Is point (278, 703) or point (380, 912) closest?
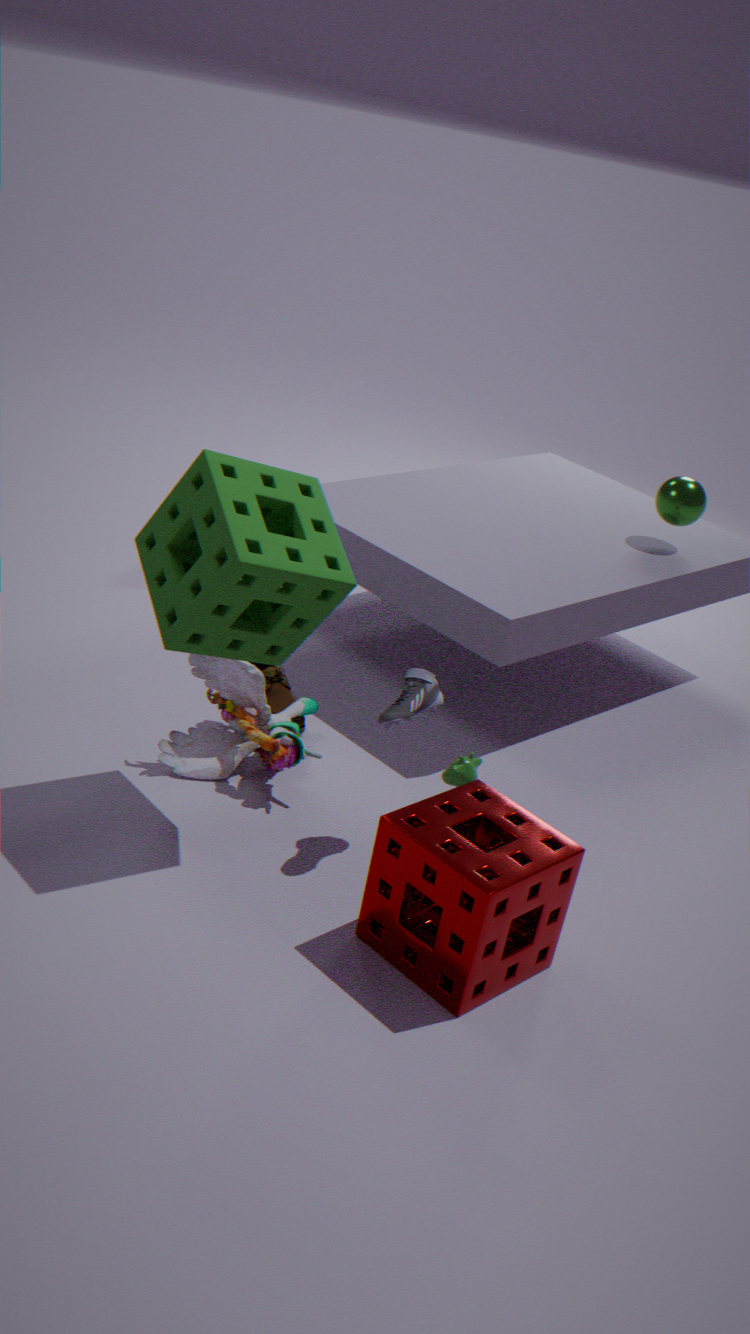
point (380, 912)
